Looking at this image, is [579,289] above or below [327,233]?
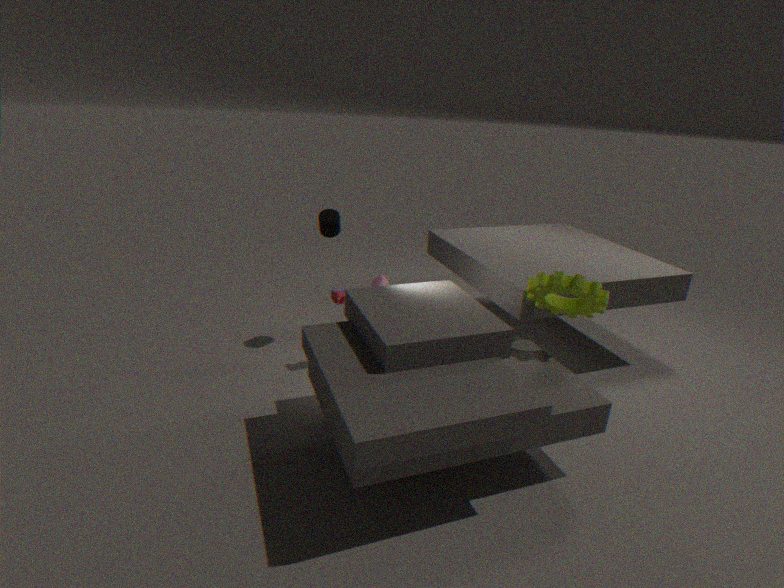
below
